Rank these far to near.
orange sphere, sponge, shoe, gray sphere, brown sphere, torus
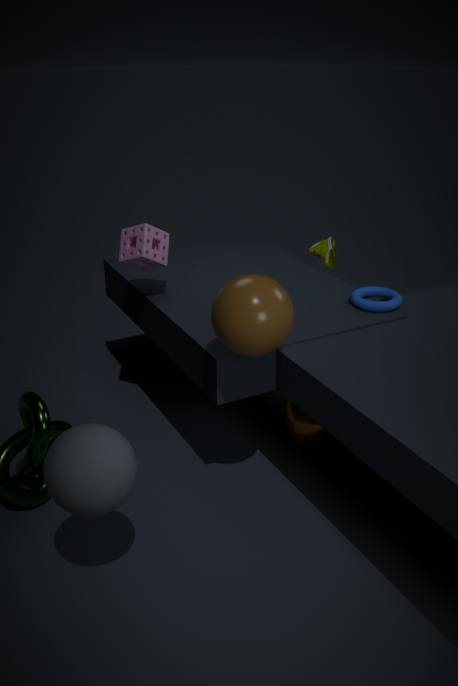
shoe < orange sphere < sponge < torus < brown sphere < gray sphere
